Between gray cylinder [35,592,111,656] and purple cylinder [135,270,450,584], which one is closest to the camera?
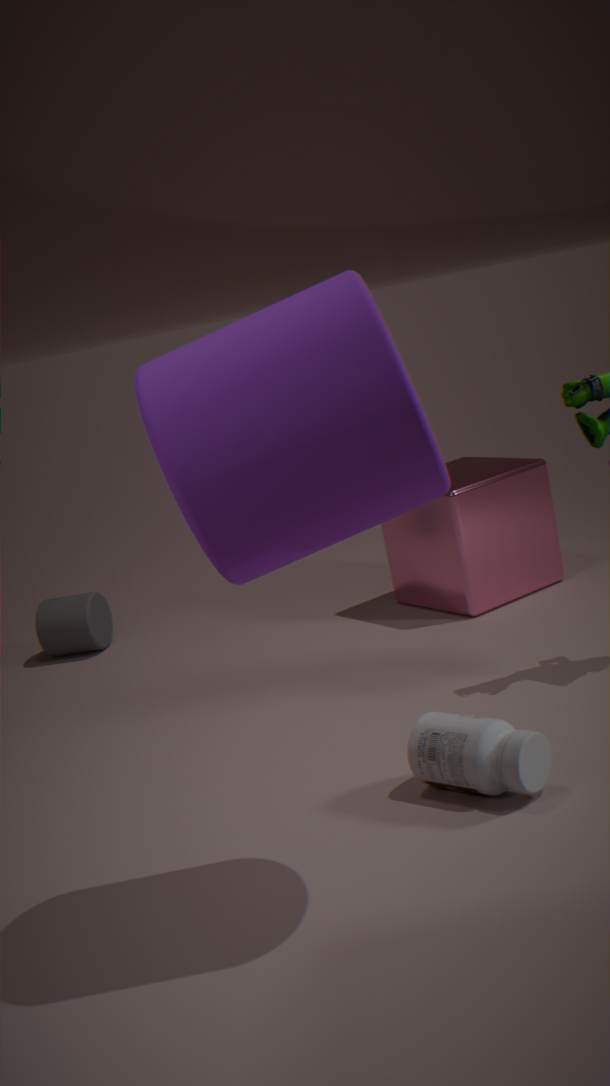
purple cylinder [135,270,450,584]
